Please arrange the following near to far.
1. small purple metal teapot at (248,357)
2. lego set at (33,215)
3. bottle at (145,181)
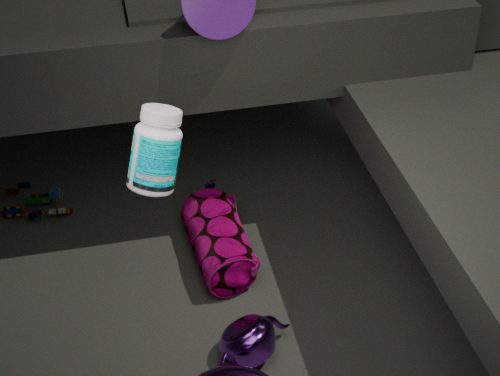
bottle at (145,181) → small purple metal teapot at (248,357) → lego set at (33,215)
